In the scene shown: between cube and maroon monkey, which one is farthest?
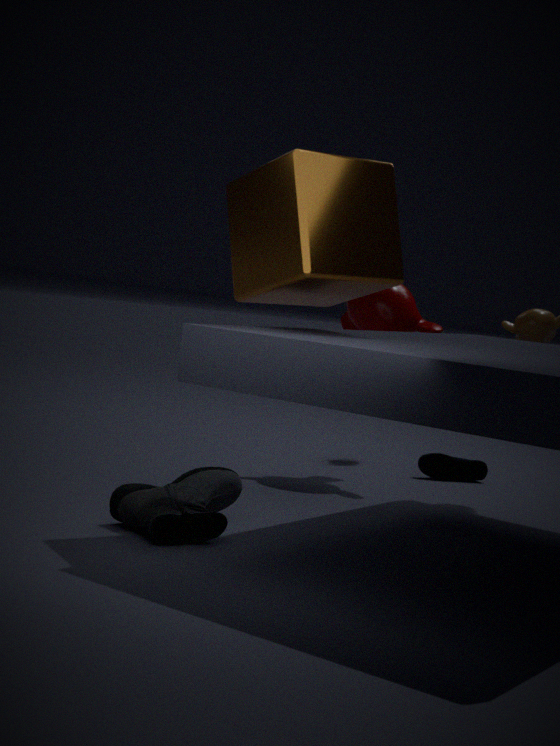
maroon monkey
